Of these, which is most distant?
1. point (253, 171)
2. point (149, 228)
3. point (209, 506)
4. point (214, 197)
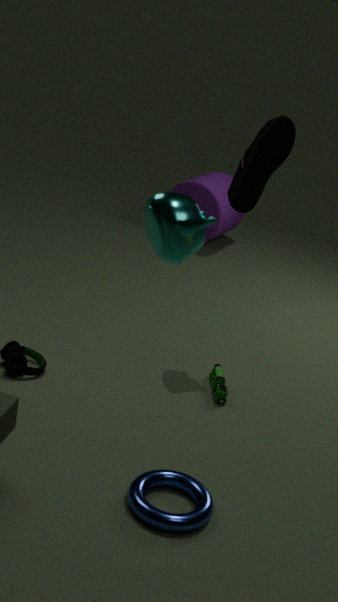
point (214, 197)
